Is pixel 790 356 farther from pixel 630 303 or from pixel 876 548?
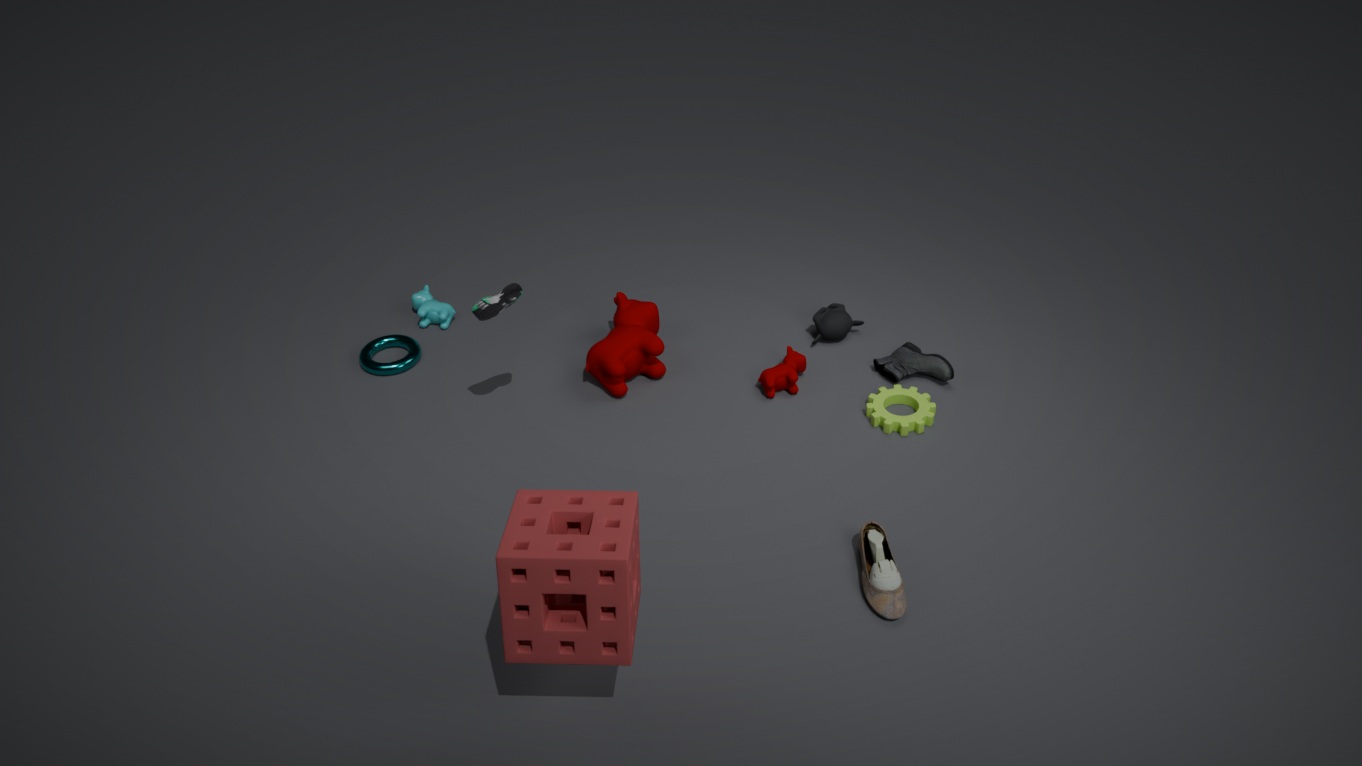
pixel 876 548
